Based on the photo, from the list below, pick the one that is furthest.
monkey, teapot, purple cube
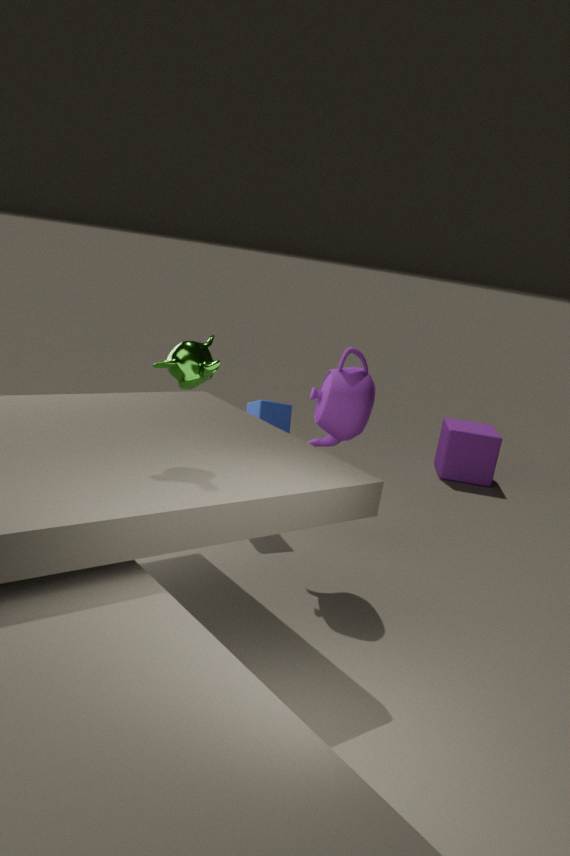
purple cube
